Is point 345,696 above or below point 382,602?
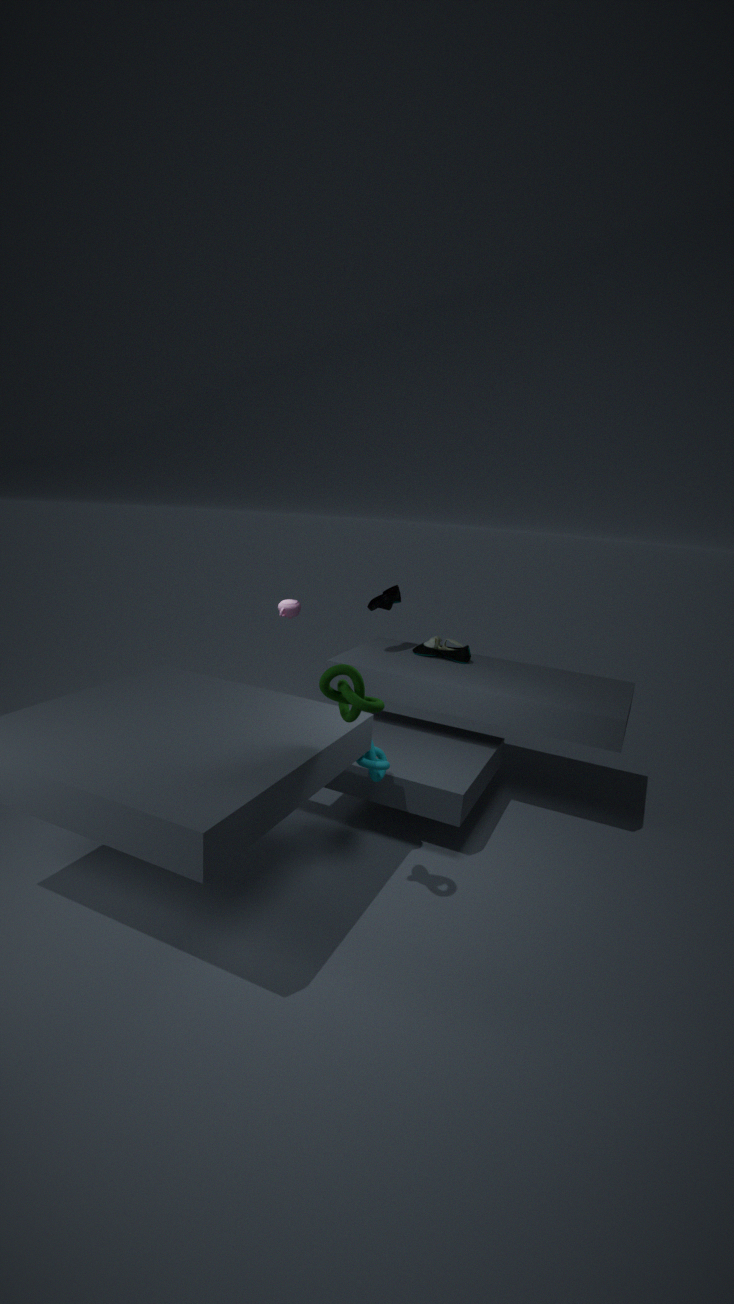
below
